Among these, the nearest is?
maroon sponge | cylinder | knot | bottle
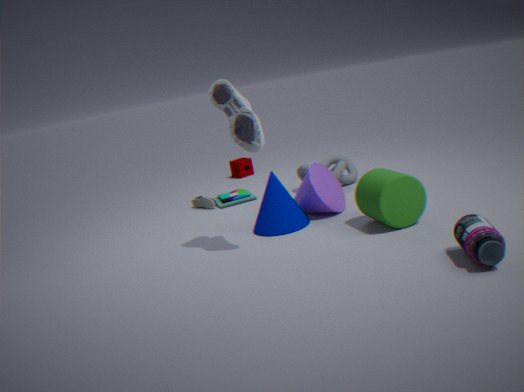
bottle
